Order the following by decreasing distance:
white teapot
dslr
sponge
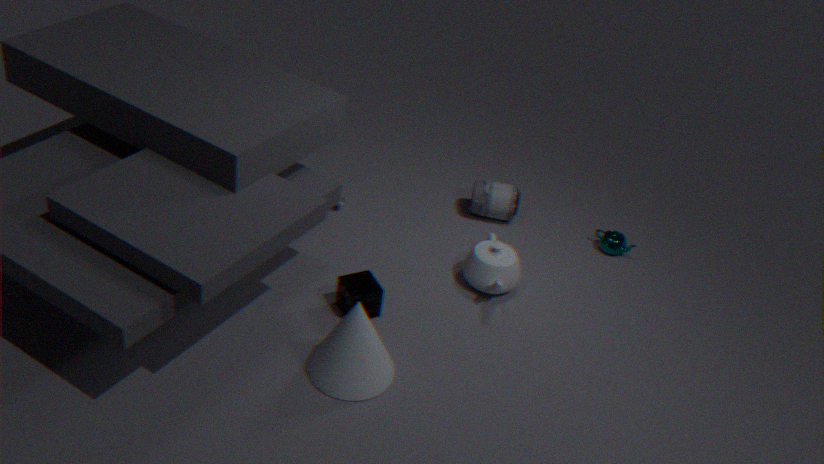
dslr
white teapot
sponge
